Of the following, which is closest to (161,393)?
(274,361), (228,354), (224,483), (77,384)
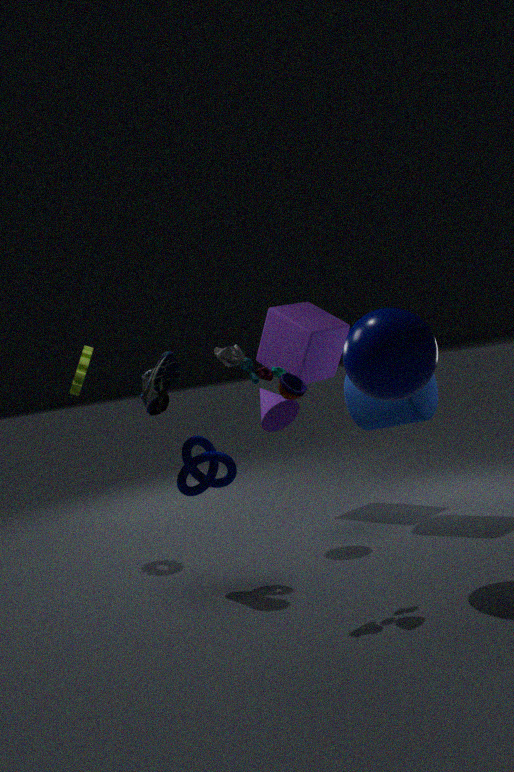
(224,483)
